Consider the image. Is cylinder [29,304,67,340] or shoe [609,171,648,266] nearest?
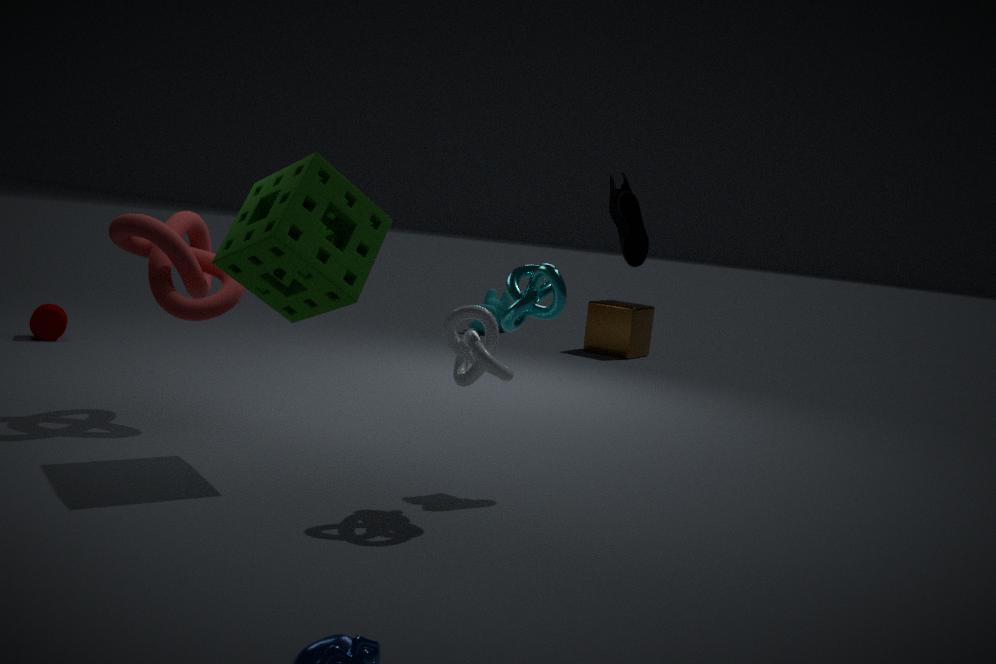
shoe [609,171,648,266]
